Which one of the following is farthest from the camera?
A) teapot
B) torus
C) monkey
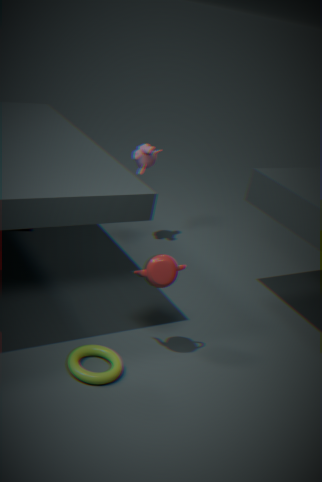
monkey
